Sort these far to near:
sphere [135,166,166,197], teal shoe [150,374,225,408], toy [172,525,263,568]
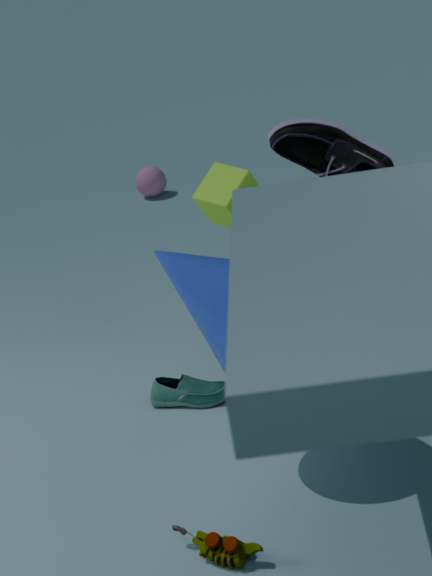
sphere [135,166,166,197]
teal shoe [150,374,225,408]
toy [172,525,263,568]
